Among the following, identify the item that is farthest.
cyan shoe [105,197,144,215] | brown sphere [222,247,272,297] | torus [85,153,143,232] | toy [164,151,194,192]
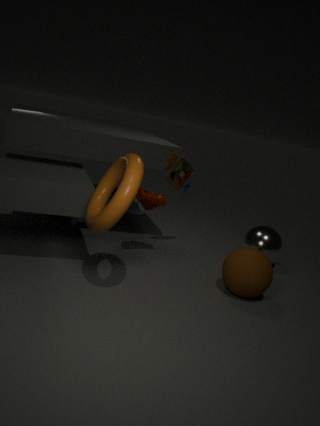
cyan shoe [105,197,144,215]
